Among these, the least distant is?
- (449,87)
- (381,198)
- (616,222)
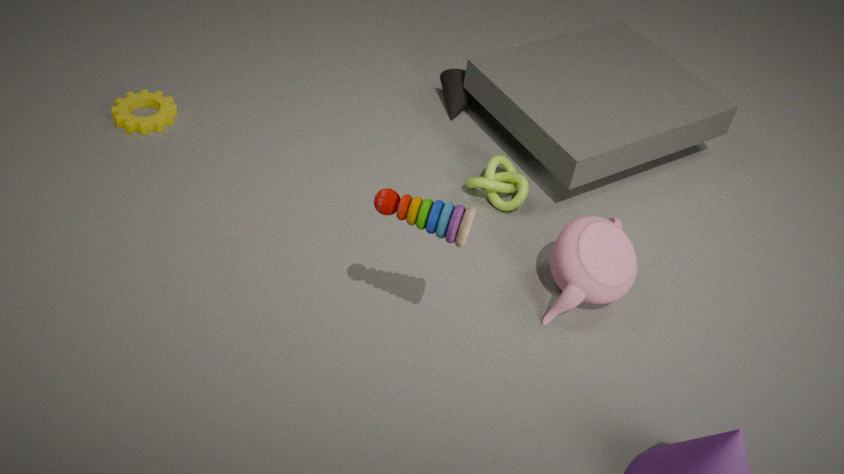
(381,198)
